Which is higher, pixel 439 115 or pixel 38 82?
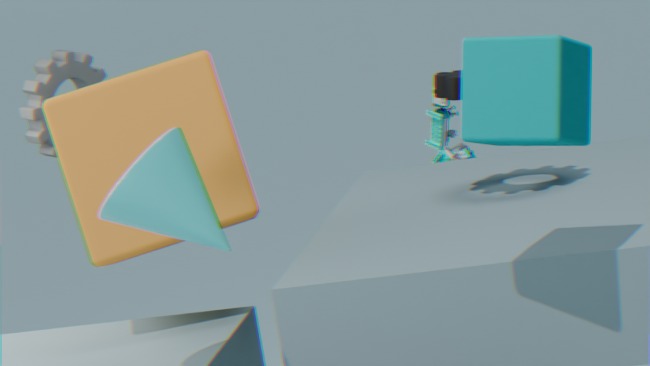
pixel 38 82
